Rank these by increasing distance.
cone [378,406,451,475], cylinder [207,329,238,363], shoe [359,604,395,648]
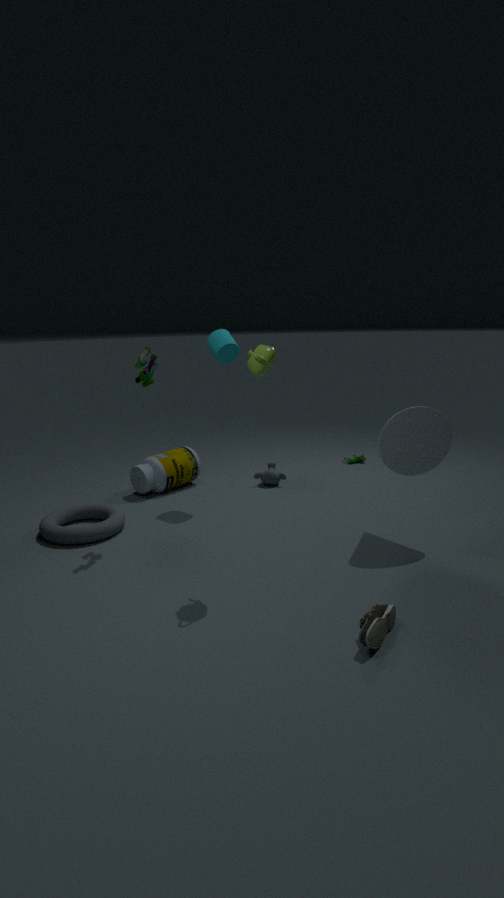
shoe [359,604,395,648] → cone [378,406,451,475] → cylinder [207,329,238,363]
